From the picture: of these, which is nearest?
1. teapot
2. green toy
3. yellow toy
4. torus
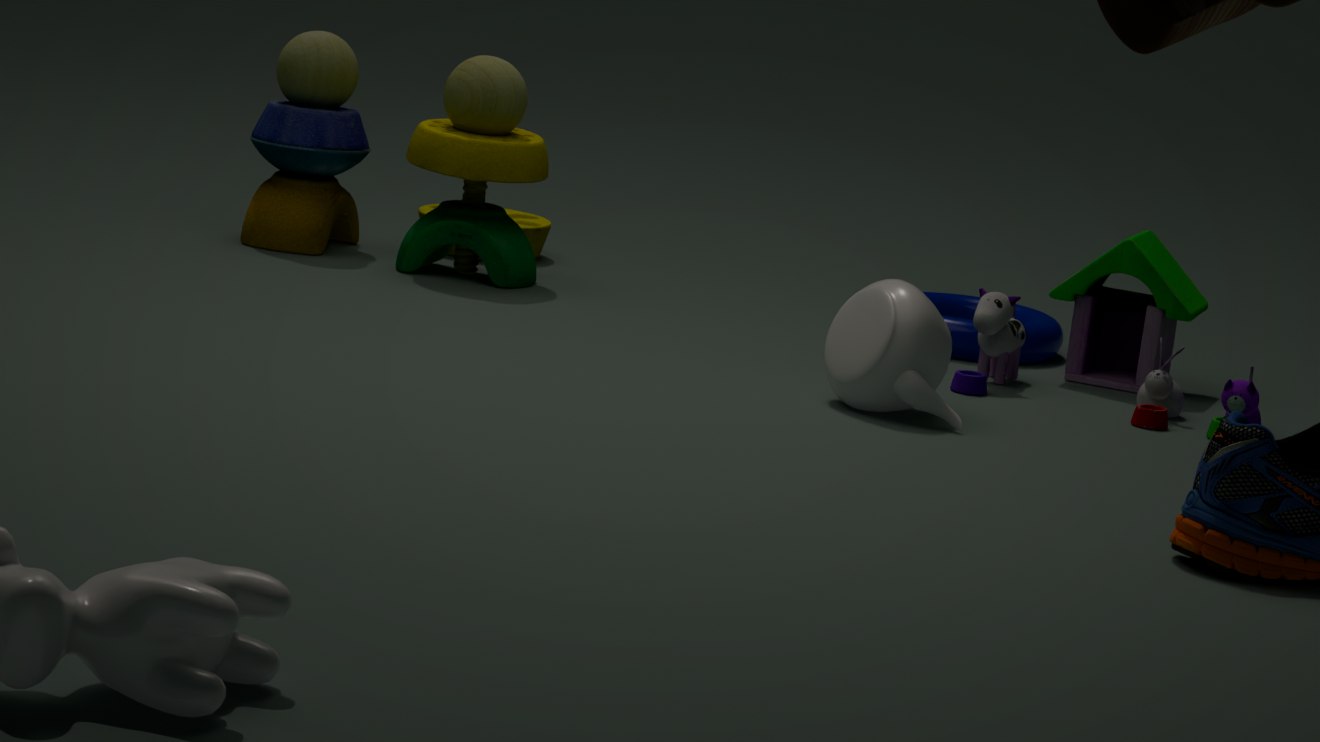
teapot
